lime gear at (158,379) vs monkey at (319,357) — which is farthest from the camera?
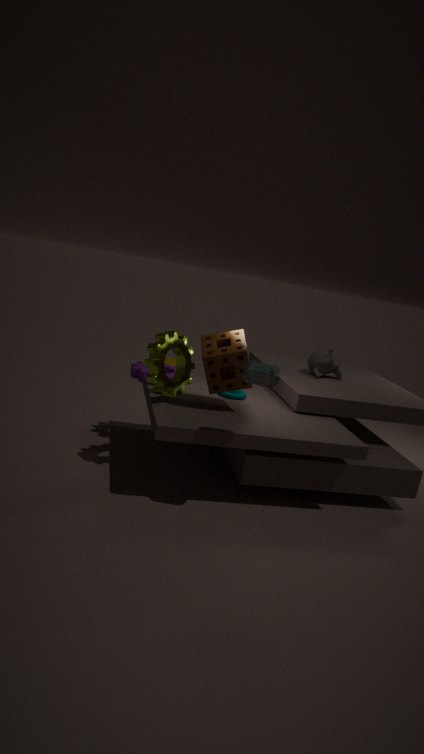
monkey at (319,357)
